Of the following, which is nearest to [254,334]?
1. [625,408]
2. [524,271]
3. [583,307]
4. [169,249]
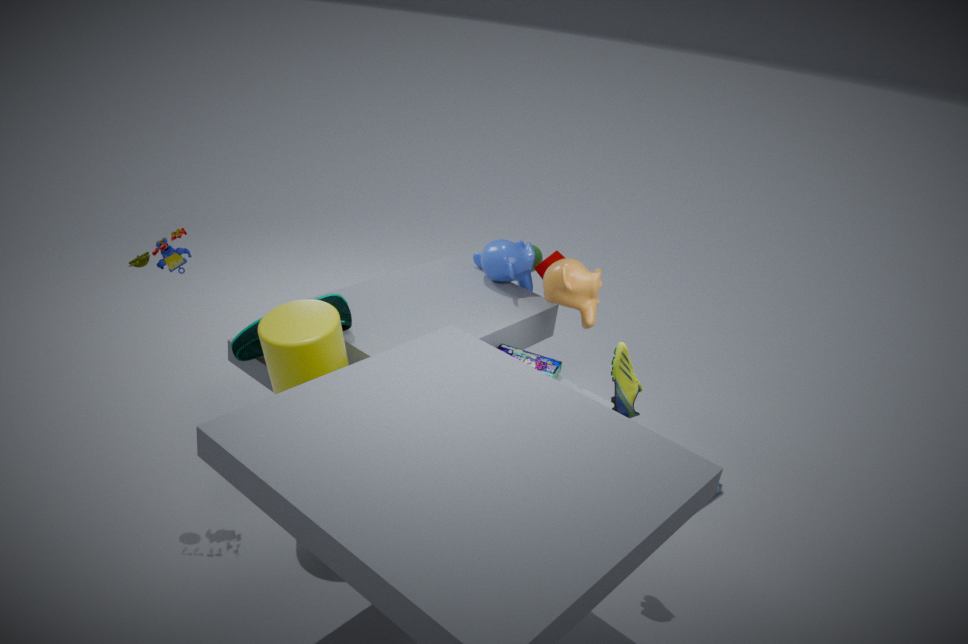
[169,249]
